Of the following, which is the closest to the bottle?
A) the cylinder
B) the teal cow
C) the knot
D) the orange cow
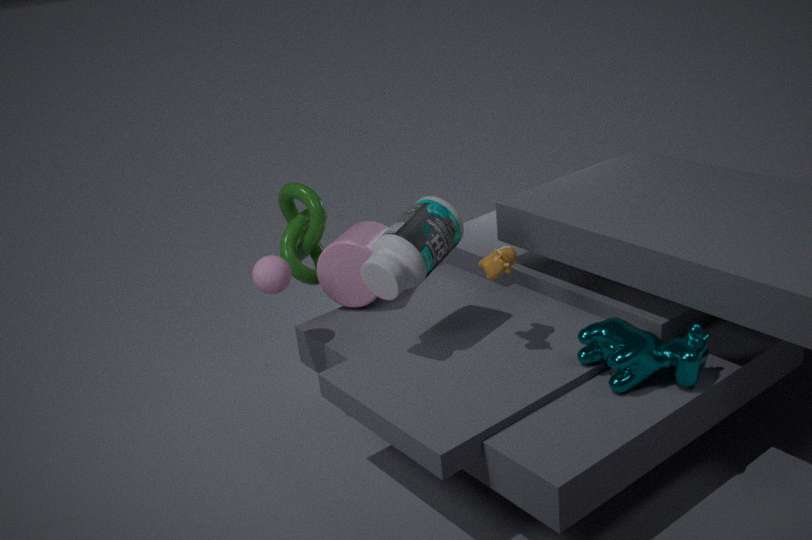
the orange cow
